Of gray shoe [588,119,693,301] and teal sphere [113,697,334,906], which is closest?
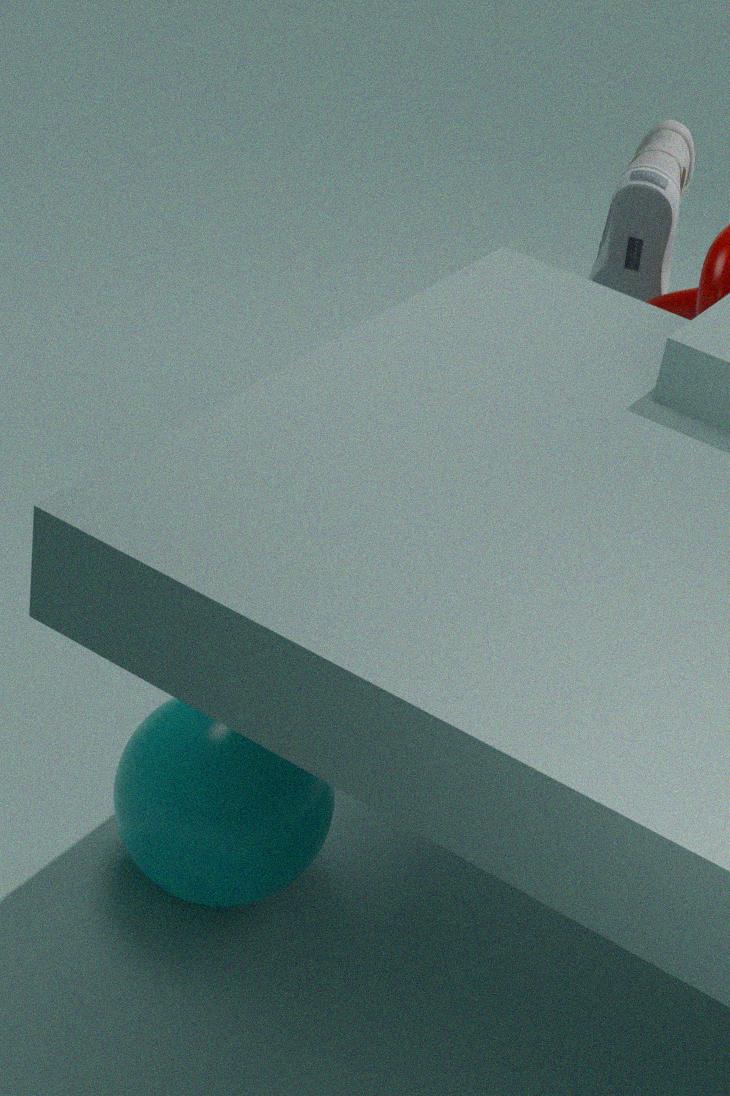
teal sphere [113,697,334,906]
